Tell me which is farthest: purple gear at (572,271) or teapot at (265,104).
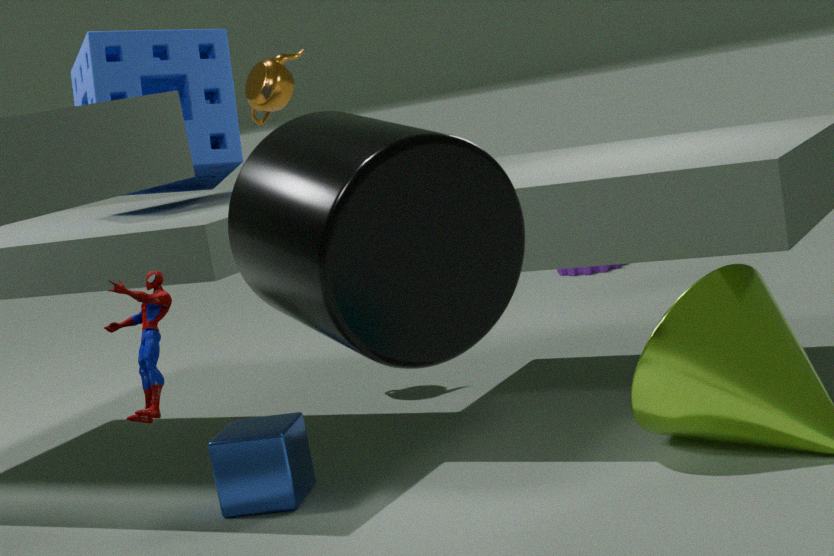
purple gear at (572,271)
